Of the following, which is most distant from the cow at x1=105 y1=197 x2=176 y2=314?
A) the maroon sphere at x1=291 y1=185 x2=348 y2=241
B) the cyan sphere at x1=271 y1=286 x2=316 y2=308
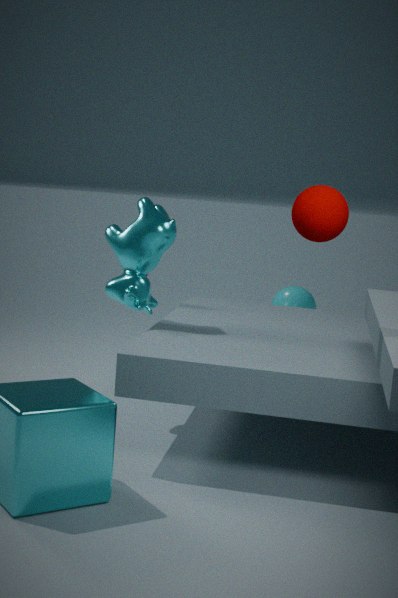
the cyan sphere at x1=271 y1=286 x2=316 y2=308
